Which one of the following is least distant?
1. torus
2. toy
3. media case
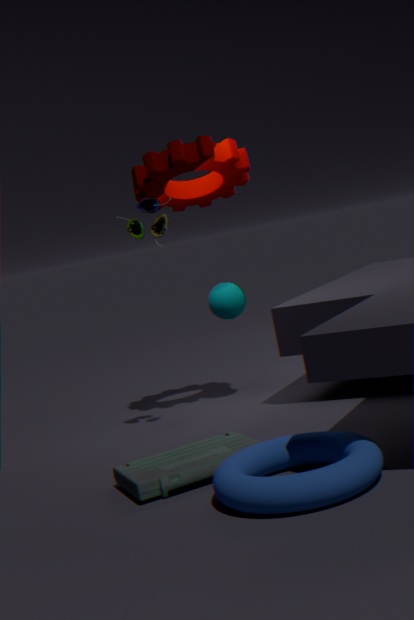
torus
